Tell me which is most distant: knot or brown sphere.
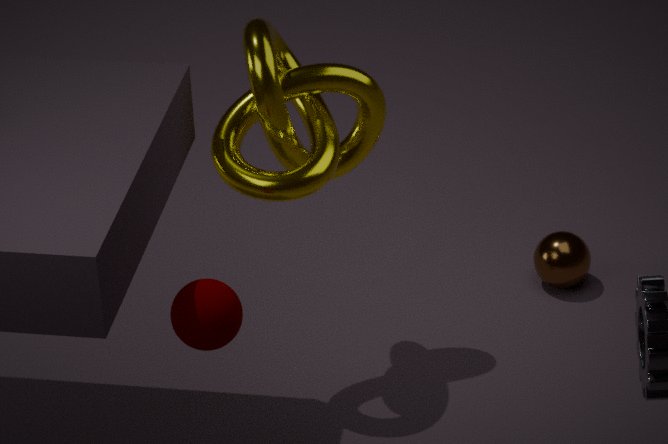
brown sphere
